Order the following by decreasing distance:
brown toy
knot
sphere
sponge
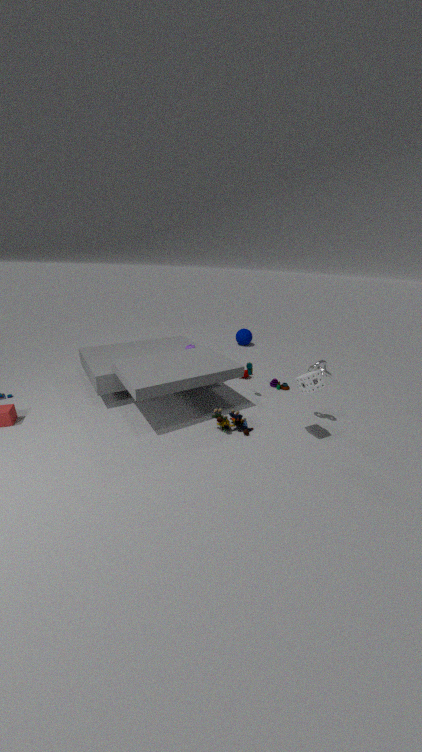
A: sphere < brown toy < knot < sponge
